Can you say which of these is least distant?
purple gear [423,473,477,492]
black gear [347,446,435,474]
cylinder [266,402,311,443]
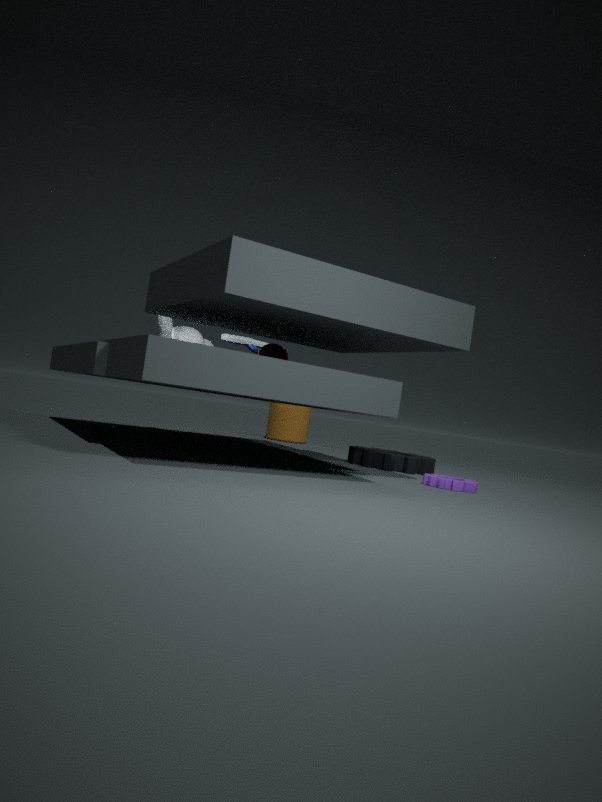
purple gear [423,473,477,492]
